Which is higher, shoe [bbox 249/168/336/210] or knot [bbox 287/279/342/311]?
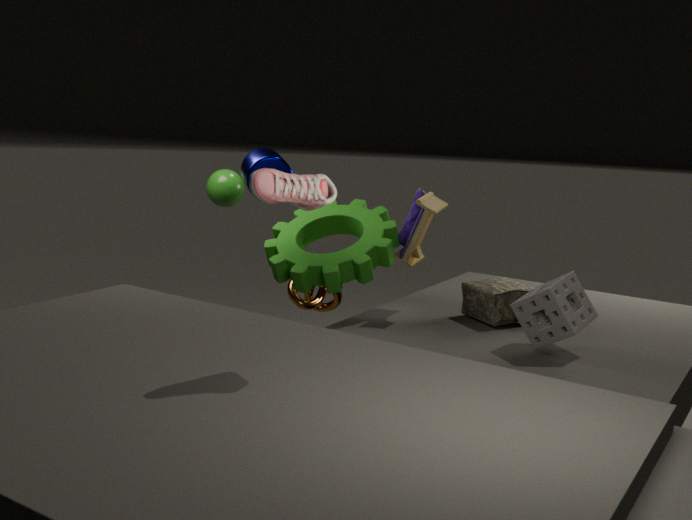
shoe [bbox 249/168/336/210]
